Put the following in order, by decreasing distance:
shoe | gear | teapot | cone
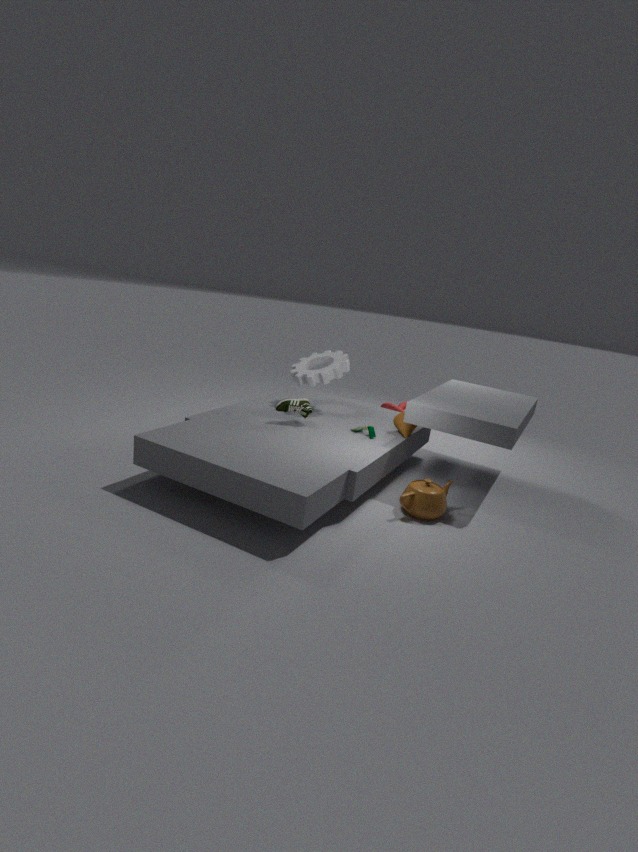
1. gear
2. cone
3. shoe
4. teapot
